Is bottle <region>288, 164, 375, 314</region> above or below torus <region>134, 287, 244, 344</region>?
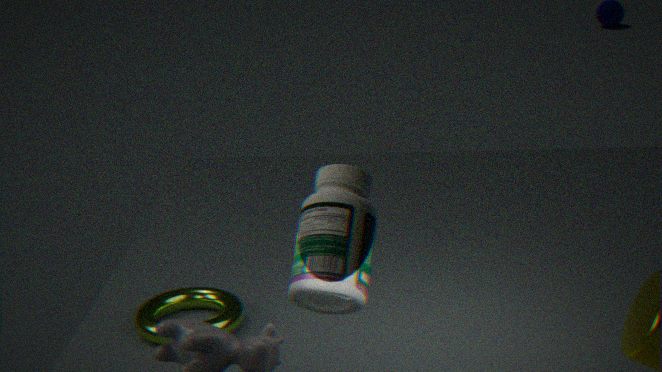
above
